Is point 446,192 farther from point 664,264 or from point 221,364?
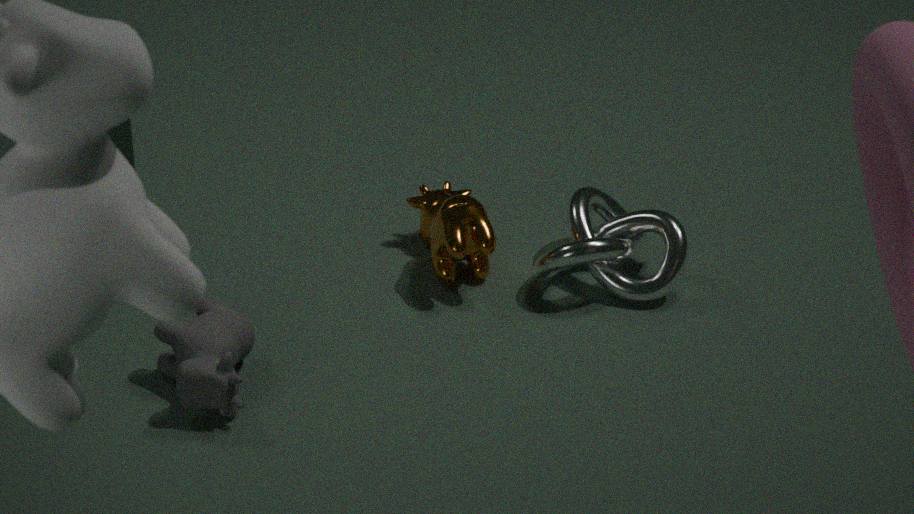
point 221,364
